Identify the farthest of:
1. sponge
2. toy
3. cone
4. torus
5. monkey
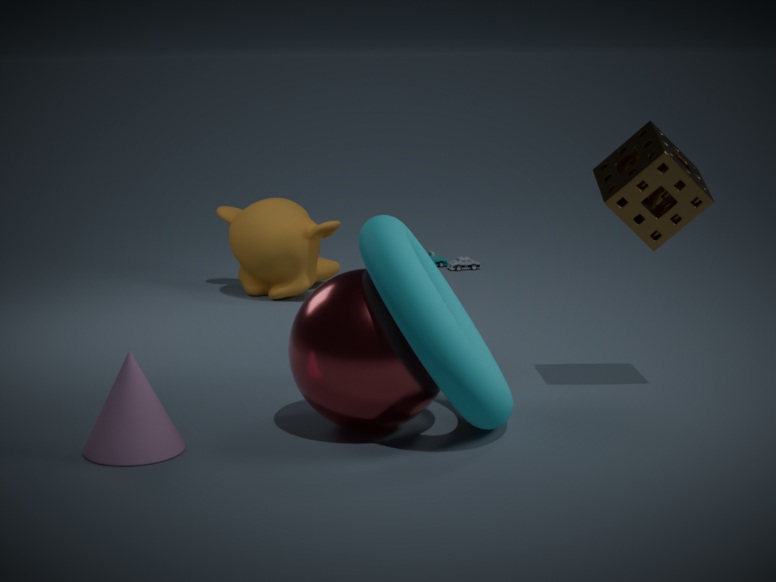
toy
